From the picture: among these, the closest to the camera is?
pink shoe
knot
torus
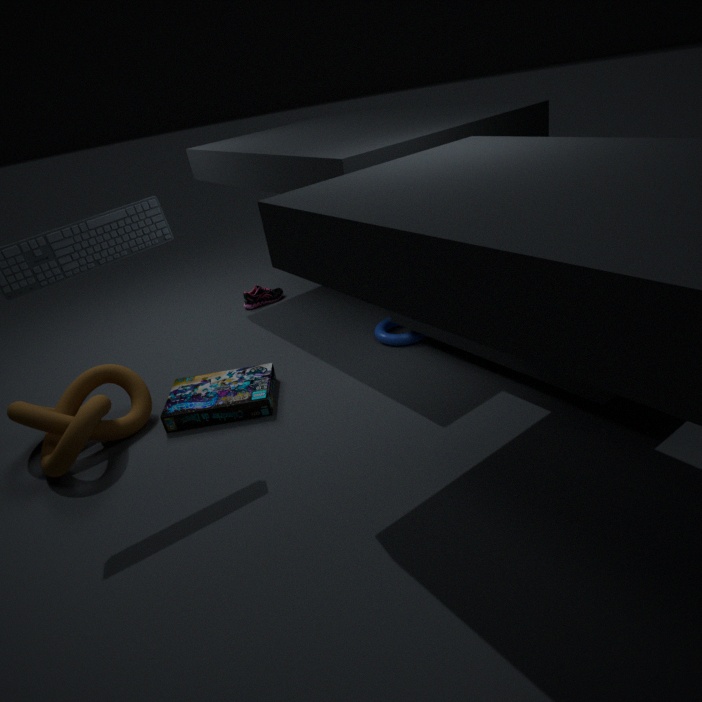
knot
